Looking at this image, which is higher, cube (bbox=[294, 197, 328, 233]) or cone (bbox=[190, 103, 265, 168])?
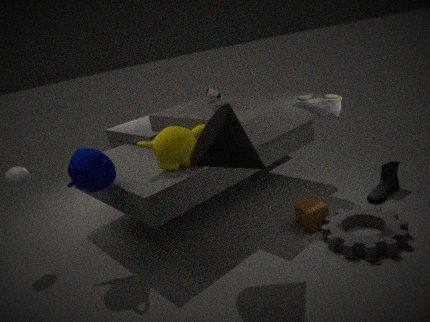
cone (bbox=[190, 103, 265, 168])
